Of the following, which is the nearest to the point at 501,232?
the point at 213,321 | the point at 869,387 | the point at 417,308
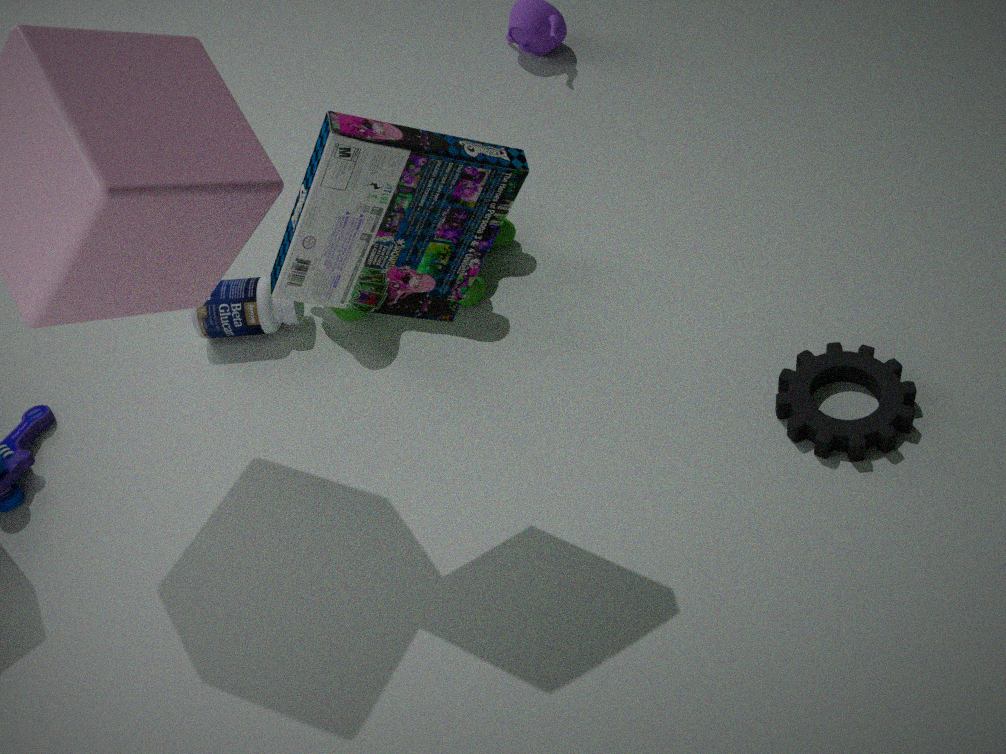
the point at 213,321
